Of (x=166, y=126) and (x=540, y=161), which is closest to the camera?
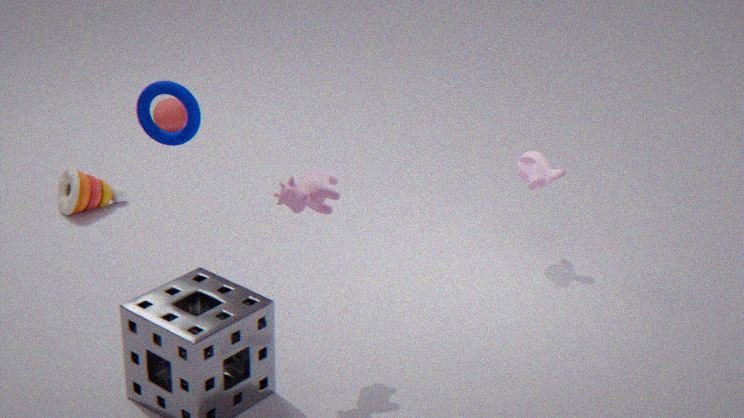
(x=540, y=161)
